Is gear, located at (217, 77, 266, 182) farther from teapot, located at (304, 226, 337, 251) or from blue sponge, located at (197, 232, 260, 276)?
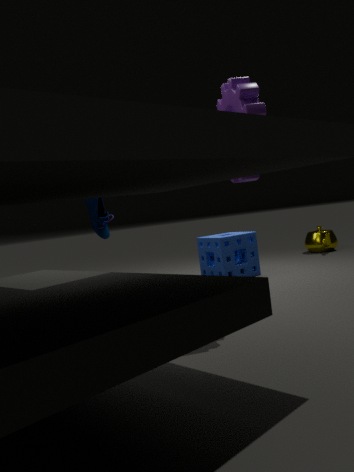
teapot, located at (304, 226, 337, 251)
